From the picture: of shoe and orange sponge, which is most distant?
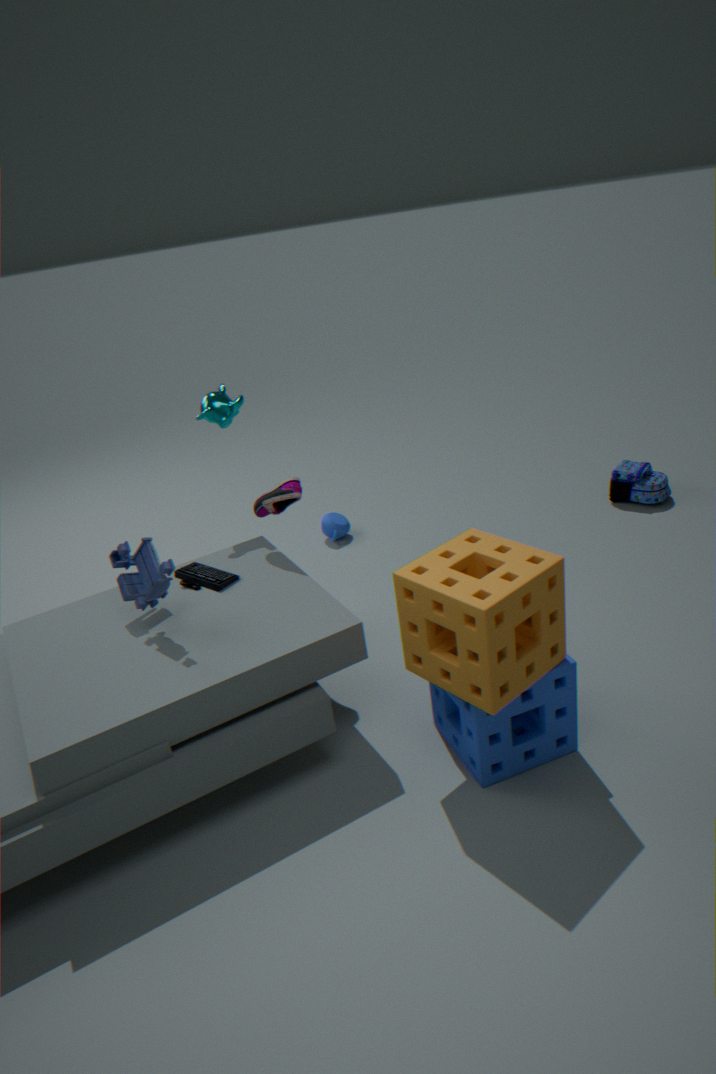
shoe
